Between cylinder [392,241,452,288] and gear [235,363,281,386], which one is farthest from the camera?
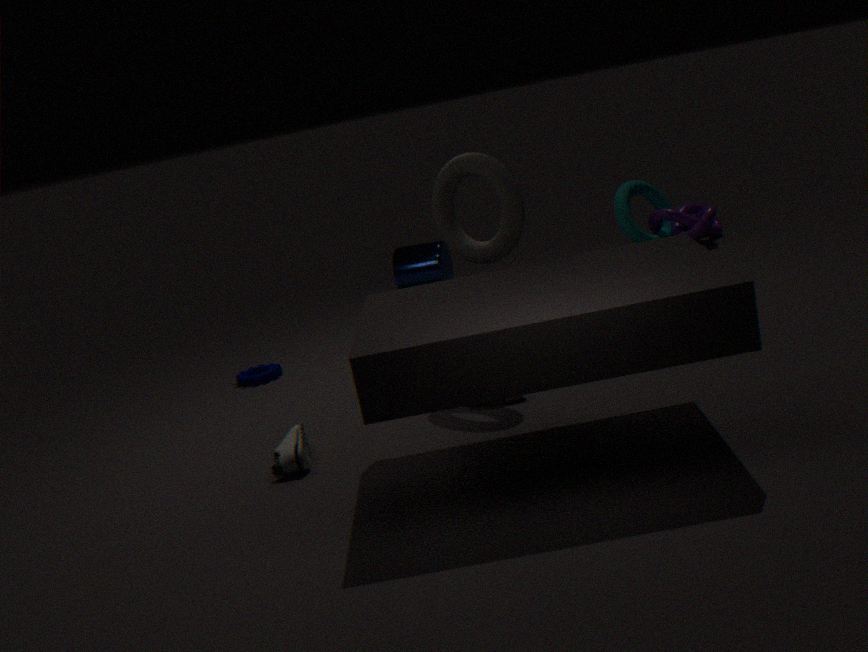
cylinder [392,241,452,288]
